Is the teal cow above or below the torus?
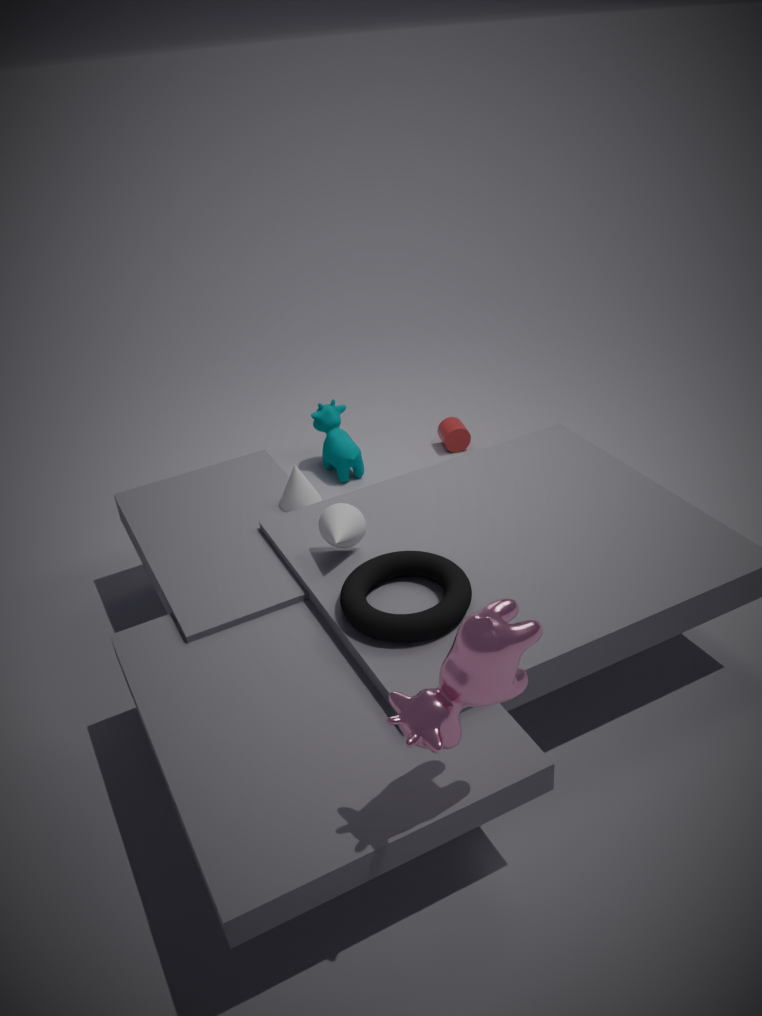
below
